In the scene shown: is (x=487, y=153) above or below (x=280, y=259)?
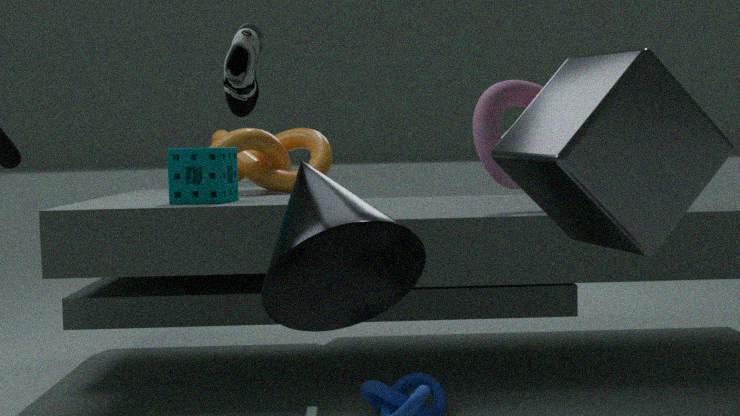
above
